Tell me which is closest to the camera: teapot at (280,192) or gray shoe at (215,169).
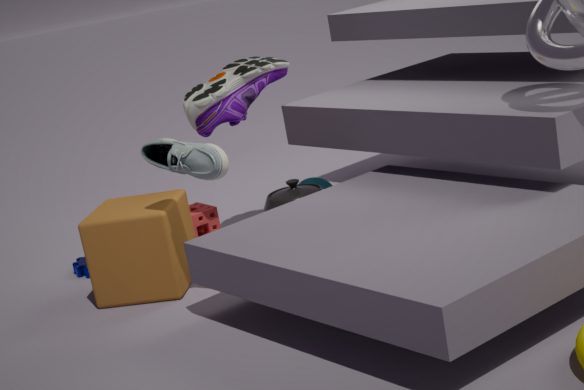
gray shoe at (215,169)
